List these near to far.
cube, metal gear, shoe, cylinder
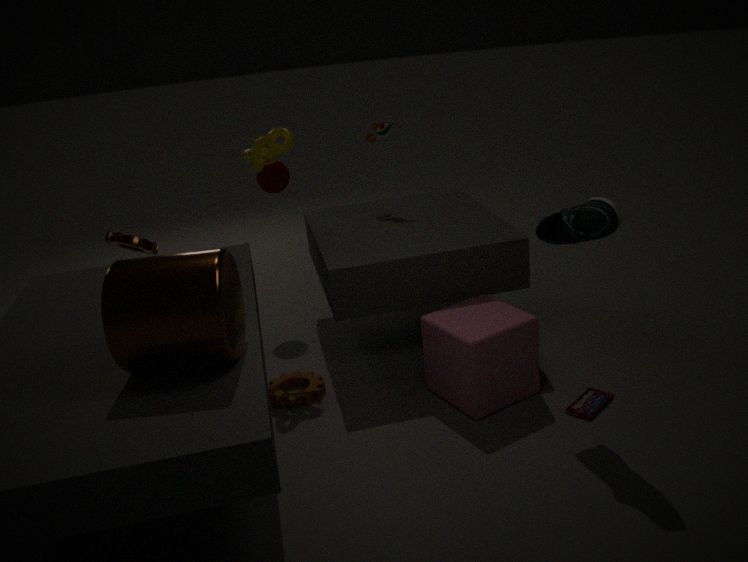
cylinder → shoe → cube → metal gear
